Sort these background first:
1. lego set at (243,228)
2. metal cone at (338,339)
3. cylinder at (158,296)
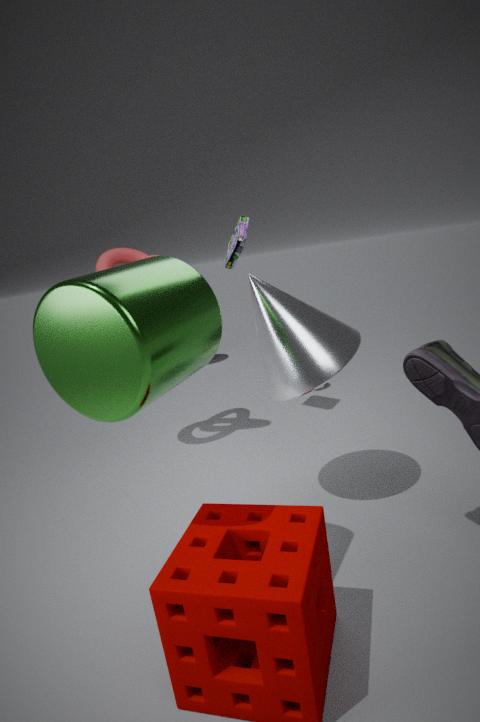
lego set at (243,228) < metal cone at (338,339) < cylinder at (158,296)
